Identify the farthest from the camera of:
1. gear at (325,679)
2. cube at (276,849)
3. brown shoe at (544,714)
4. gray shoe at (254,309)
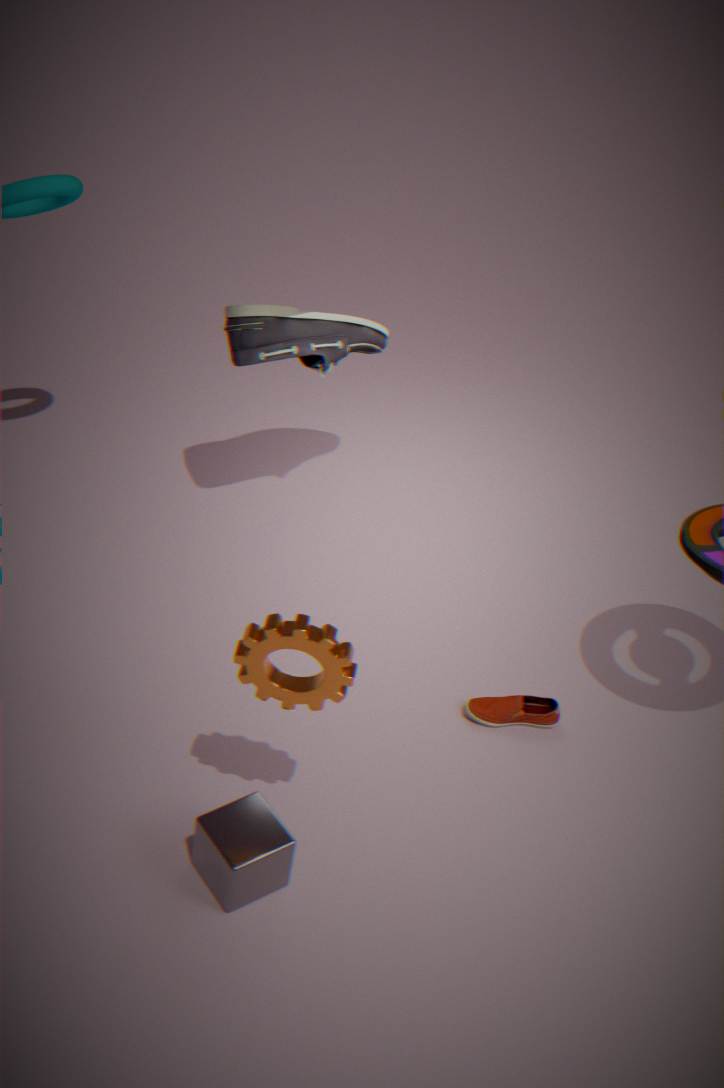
brown shoe at (544,714)
